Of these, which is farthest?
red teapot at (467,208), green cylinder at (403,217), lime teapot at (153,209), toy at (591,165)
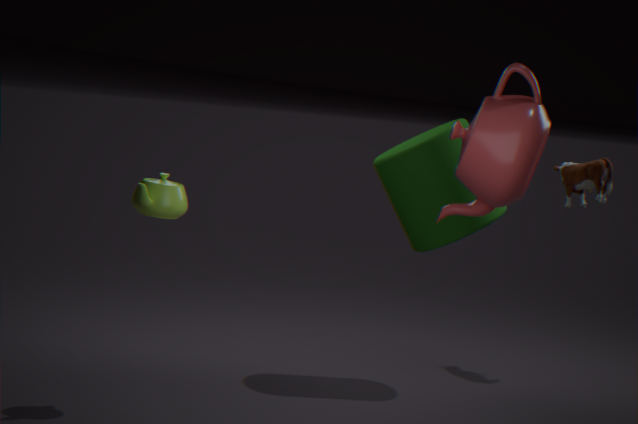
toy at (591,165)
